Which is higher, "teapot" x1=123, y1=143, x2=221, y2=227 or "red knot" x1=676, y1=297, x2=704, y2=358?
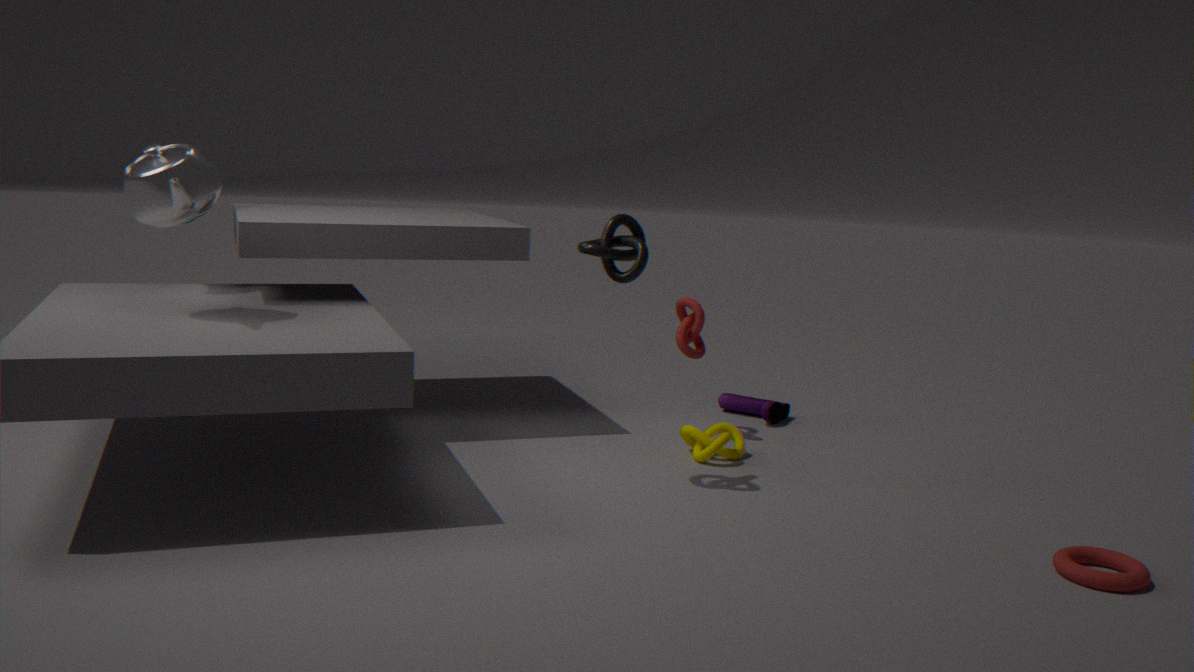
"teapot" x1=123, y1=143, x2=221, y2=227
